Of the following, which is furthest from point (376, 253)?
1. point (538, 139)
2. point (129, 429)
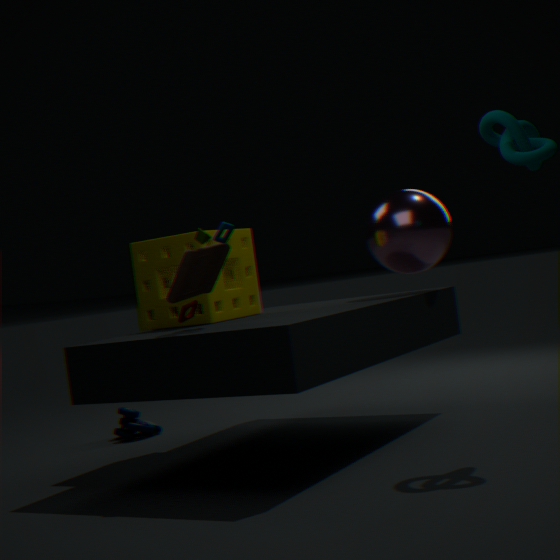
point (129, 429)
